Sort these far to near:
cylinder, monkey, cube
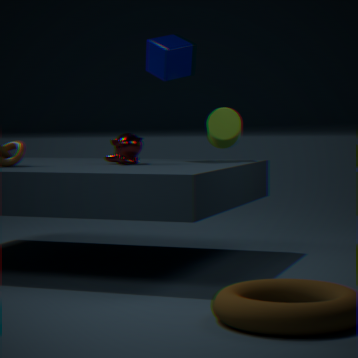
cube < cylinder < monkey
